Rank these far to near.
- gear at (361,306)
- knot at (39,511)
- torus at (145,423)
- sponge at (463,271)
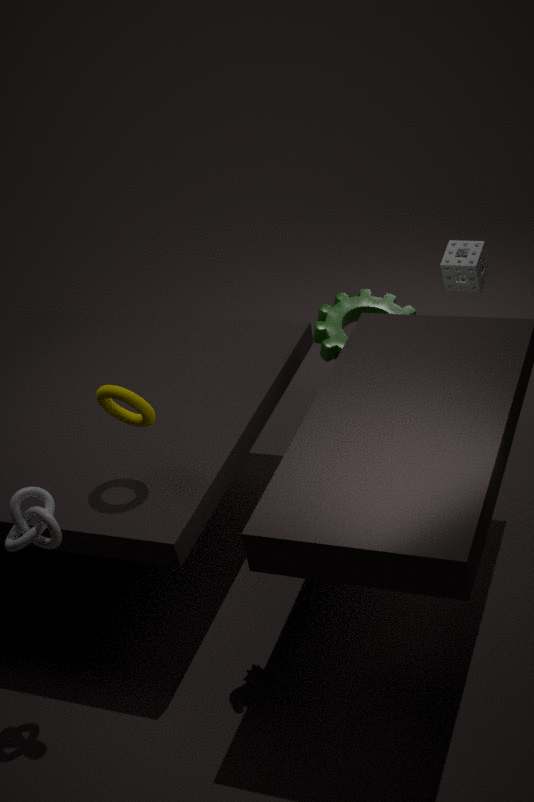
gear at (361,306) → sponge at (463,271) → torus at (145,423) → knot at (39,511)
